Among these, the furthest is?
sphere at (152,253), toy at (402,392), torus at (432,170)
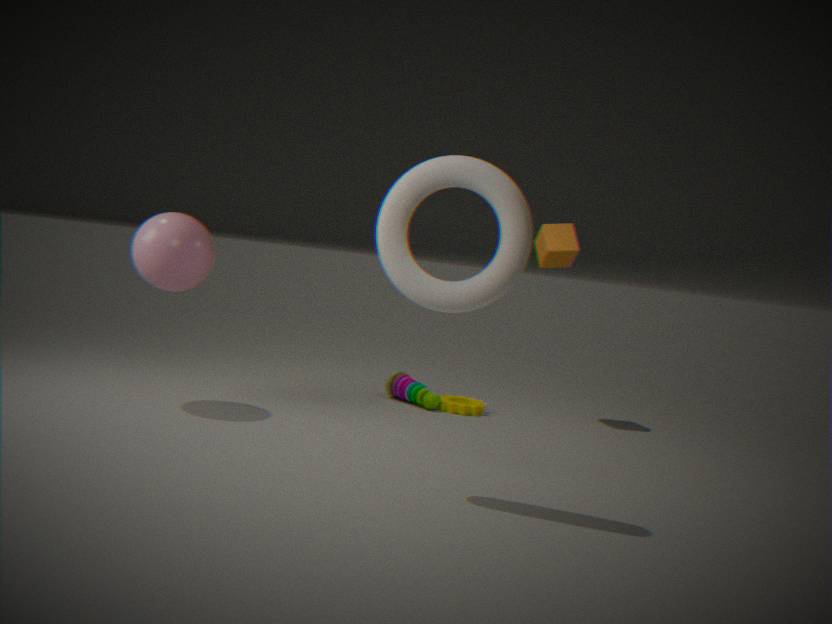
toy at (402,392)
